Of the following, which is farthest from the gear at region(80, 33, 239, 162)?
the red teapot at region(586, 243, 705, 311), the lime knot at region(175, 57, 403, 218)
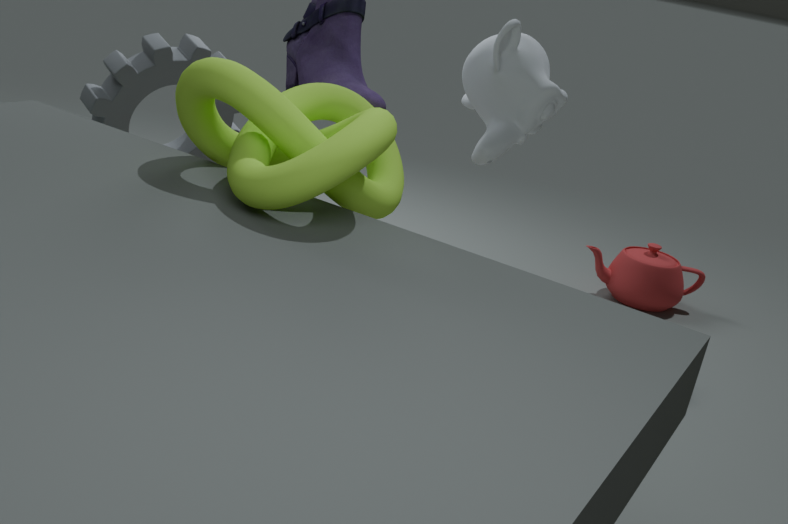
the red teapot at region(586, 243, 705, 311)
